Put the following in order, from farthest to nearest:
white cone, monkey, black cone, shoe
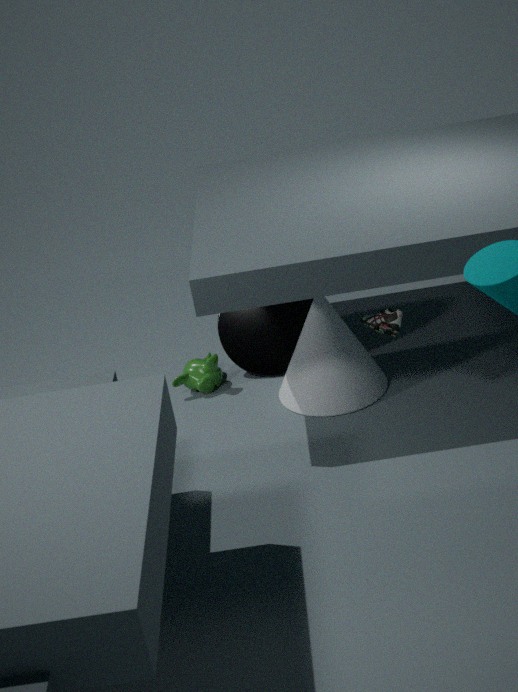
1. black cone
2. monkey
3. white cone
4. shoe
